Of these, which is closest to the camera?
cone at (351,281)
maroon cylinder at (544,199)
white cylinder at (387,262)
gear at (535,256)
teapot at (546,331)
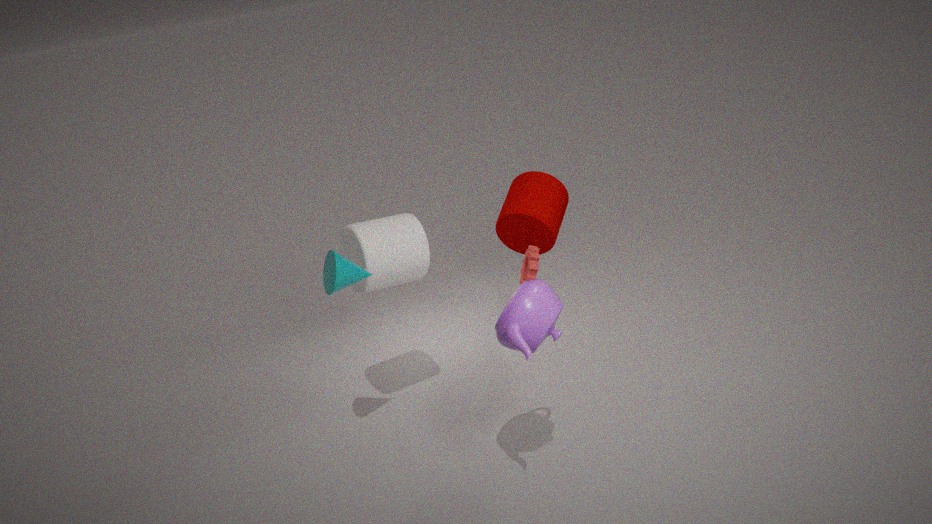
teapot at (546,331)
